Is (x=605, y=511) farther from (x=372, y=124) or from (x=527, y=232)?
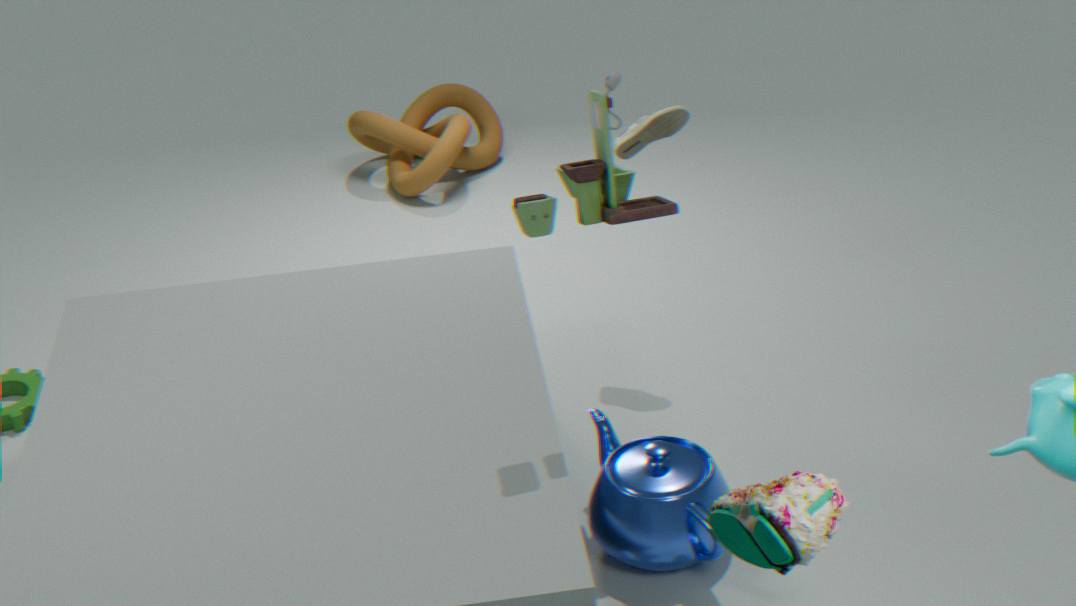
(x=372, y=124)
